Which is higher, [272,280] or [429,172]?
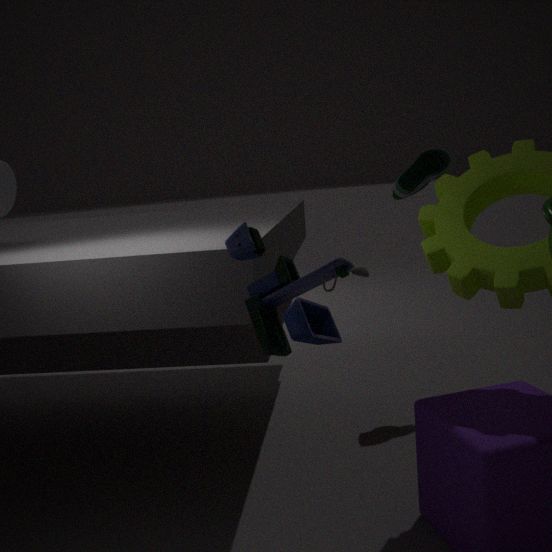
[429,172]
